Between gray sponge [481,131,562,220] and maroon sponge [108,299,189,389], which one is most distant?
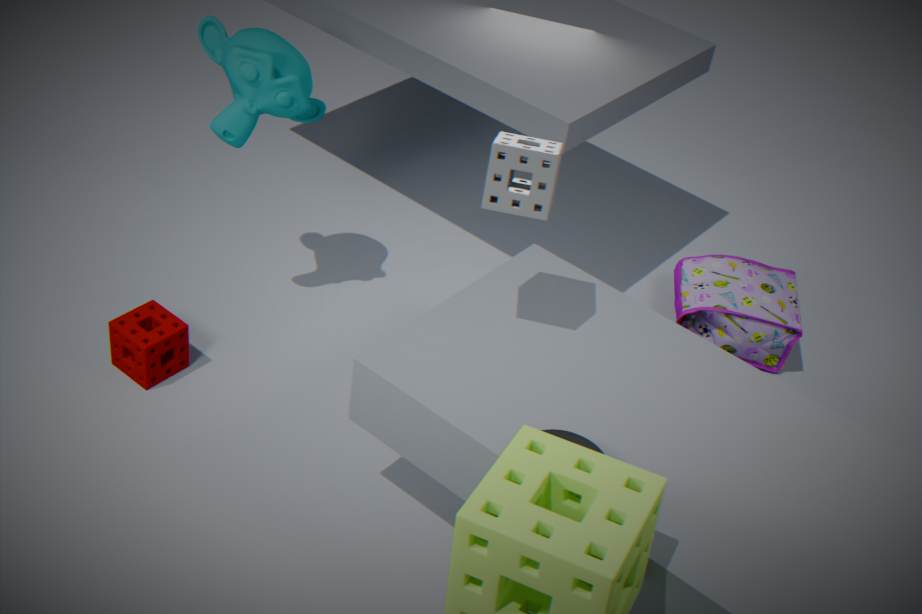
maroon sponge [108,299,189,389]
